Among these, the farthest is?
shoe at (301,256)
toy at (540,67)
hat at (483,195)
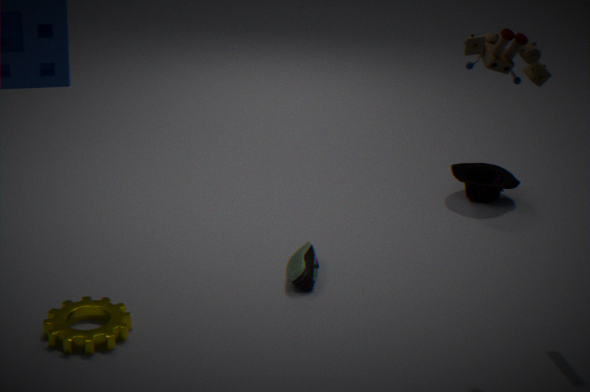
hat at (483,195)
